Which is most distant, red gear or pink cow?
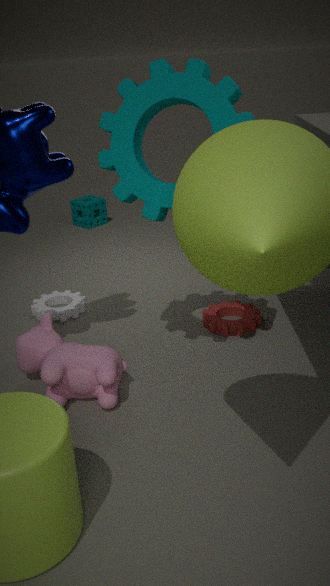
red gear
